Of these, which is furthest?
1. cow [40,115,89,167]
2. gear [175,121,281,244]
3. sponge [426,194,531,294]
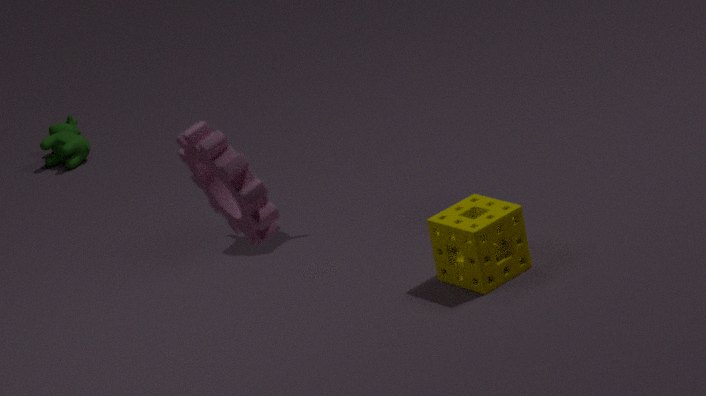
cow [40,115,89,167]
